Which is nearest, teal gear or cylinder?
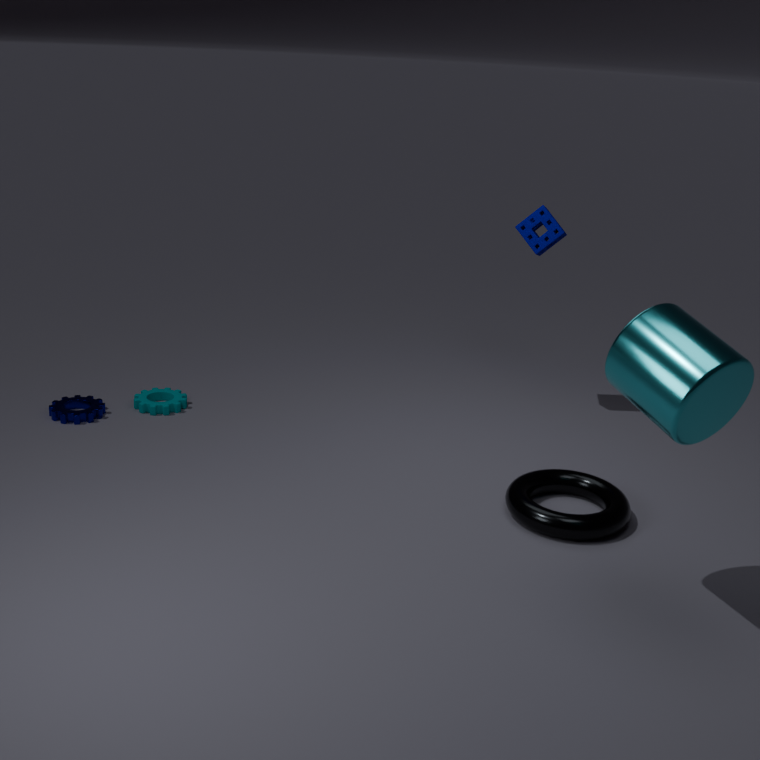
cylinder
